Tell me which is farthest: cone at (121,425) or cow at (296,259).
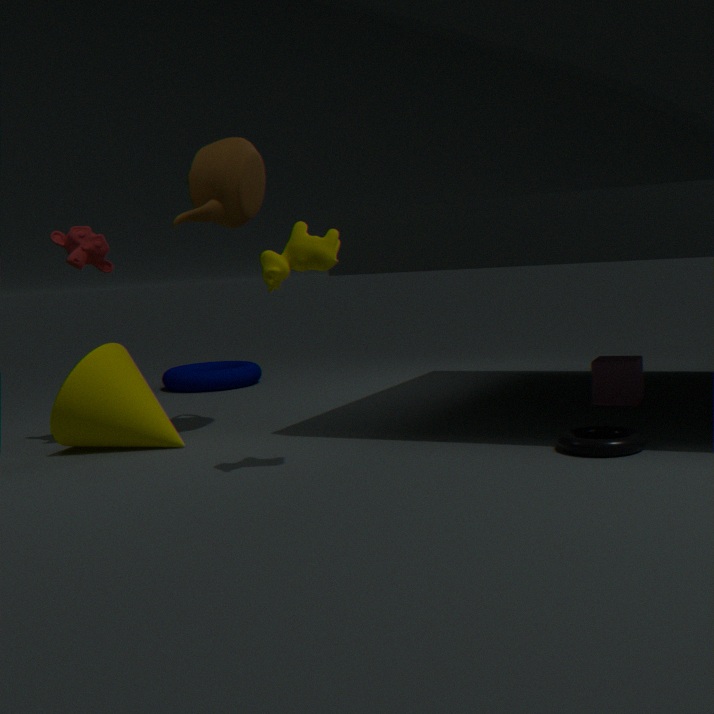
cone at (121,425)
